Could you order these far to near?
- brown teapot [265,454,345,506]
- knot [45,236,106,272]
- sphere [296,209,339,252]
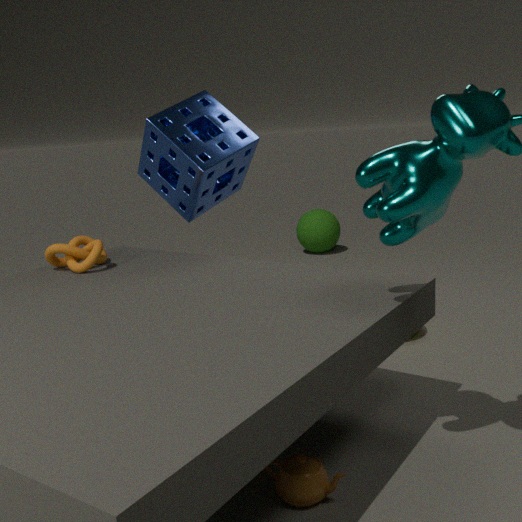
sphere [296,209,339,252], knot [45,236,106,272], brown teapot [265,454,345,506]
